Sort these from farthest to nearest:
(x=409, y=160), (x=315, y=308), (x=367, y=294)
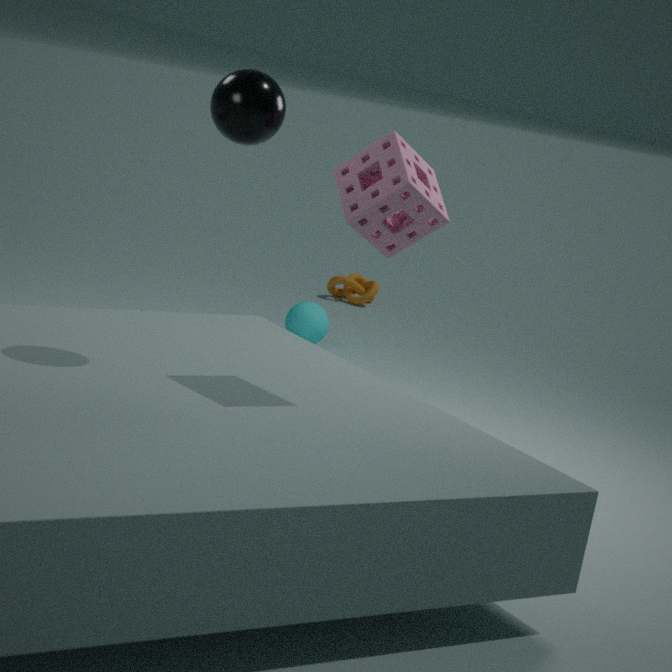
(x=367, y=294)
(x=315, y=308)
(x=409, y=160)
